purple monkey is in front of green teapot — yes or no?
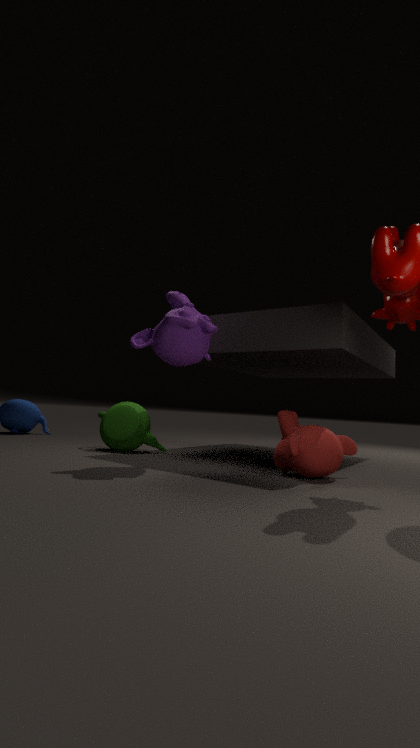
Yes
